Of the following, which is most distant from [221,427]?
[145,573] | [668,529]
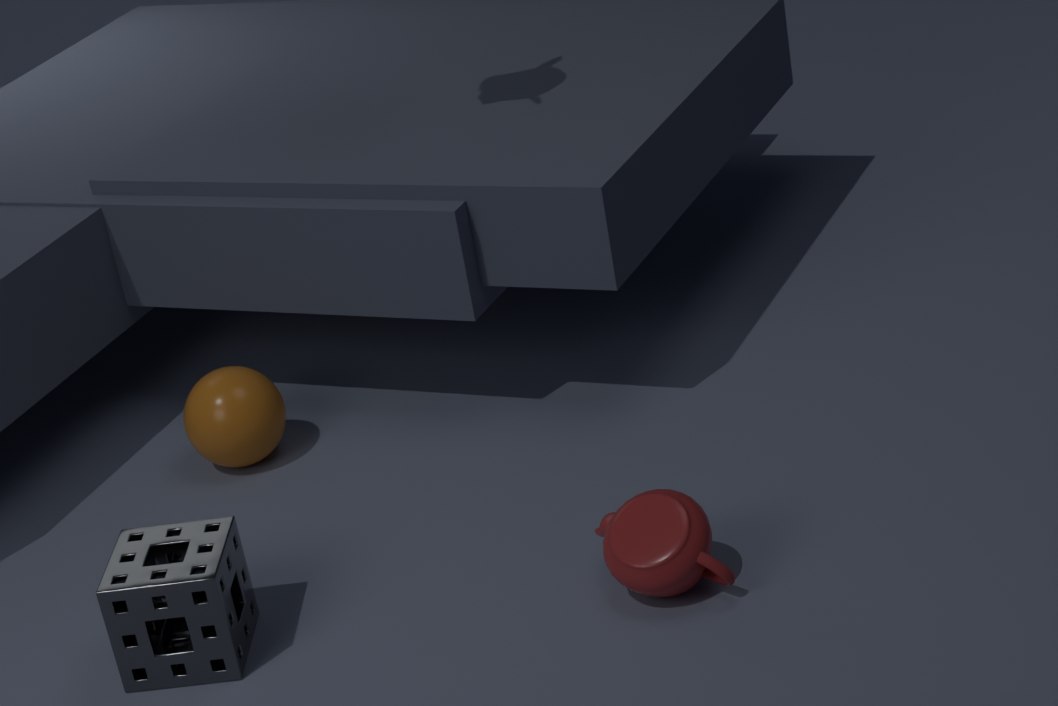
[668,529]
